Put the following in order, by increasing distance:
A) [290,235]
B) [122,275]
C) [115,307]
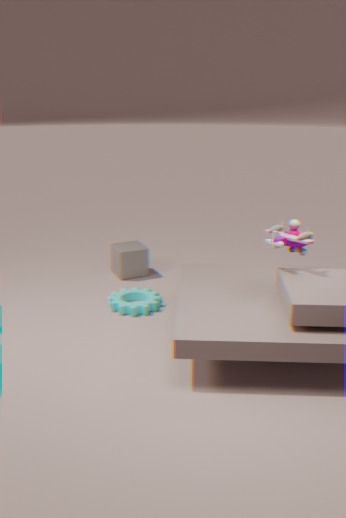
[290,235], [115,307], [122,275]
